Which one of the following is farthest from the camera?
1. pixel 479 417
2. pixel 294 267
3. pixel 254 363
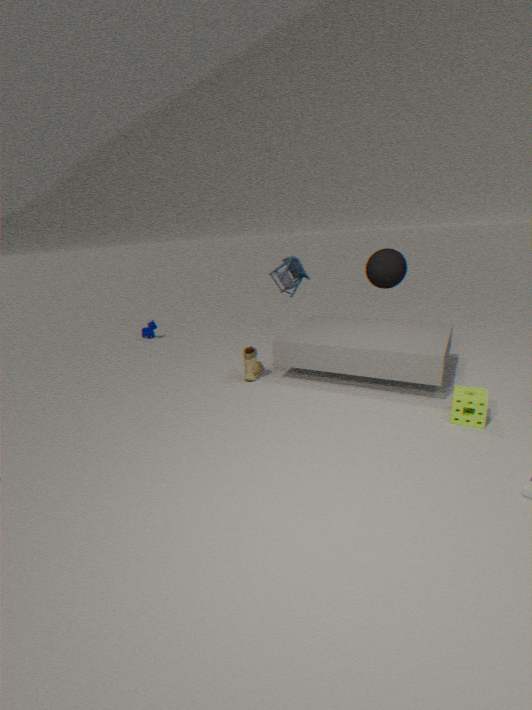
pixel 294 267
